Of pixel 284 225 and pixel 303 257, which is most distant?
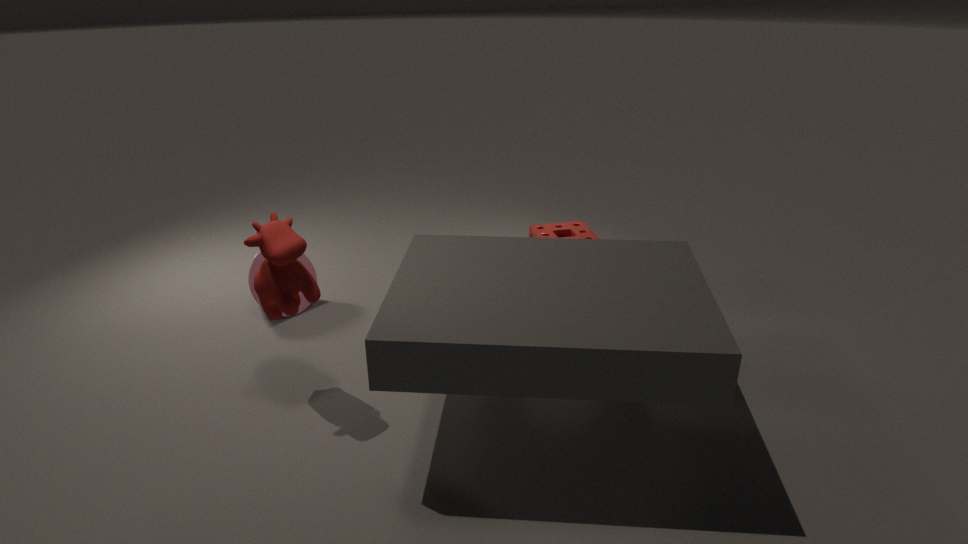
pixel 303 257
